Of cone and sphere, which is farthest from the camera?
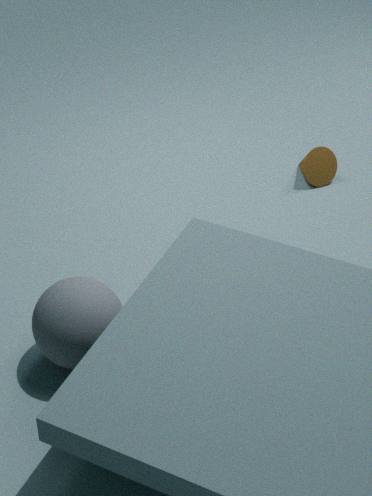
cone
